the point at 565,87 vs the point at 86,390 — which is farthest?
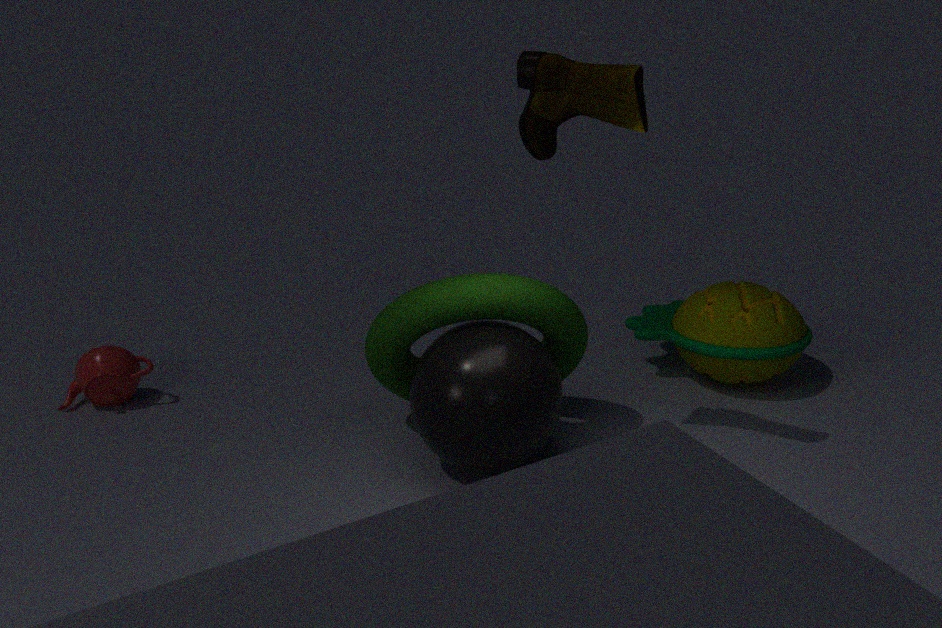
the point at 86,390
